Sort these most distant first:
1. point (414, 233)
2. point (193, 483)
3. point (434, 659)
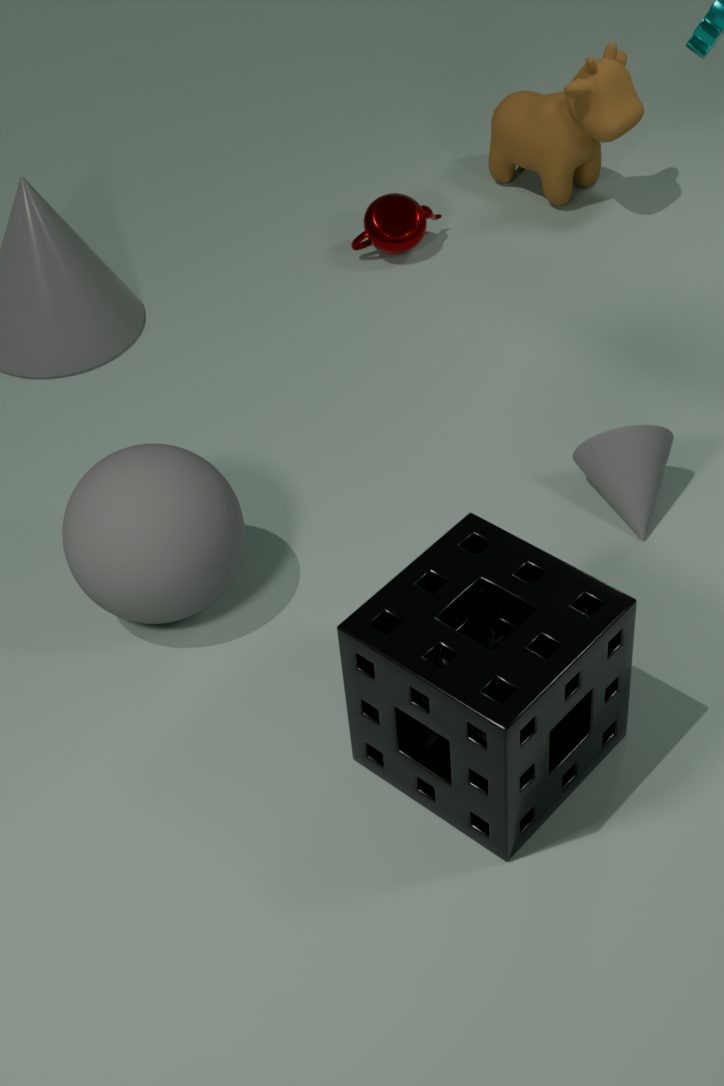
1. point (414, 233)
2. point (193, 483)
3. point (434, 659)
